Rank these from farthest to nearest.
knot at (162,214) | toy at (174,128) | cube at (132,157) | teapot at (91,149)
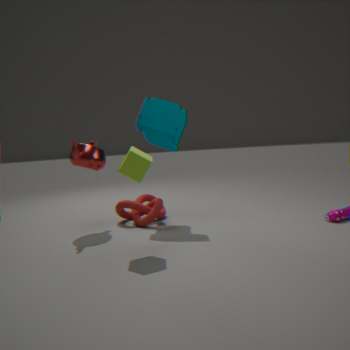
knot at (162,214) → toy at (174,128) → teapot at (91,149) → cube at (132,157)
